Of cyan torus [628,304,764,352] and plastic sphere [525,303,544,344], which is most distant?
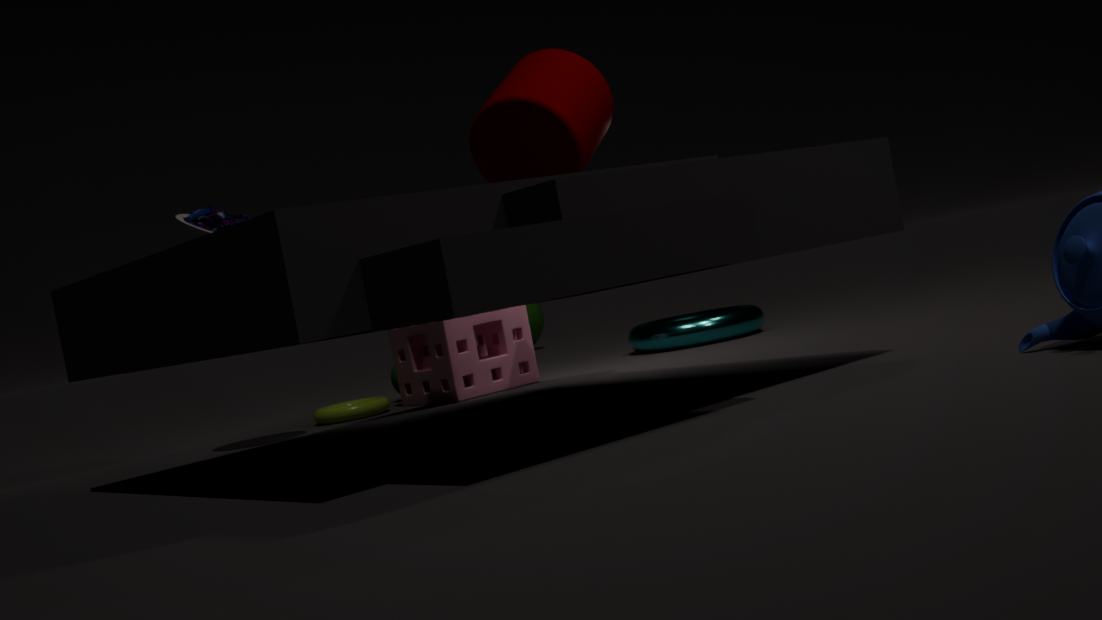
plastic sphere [525,303,544,344]
